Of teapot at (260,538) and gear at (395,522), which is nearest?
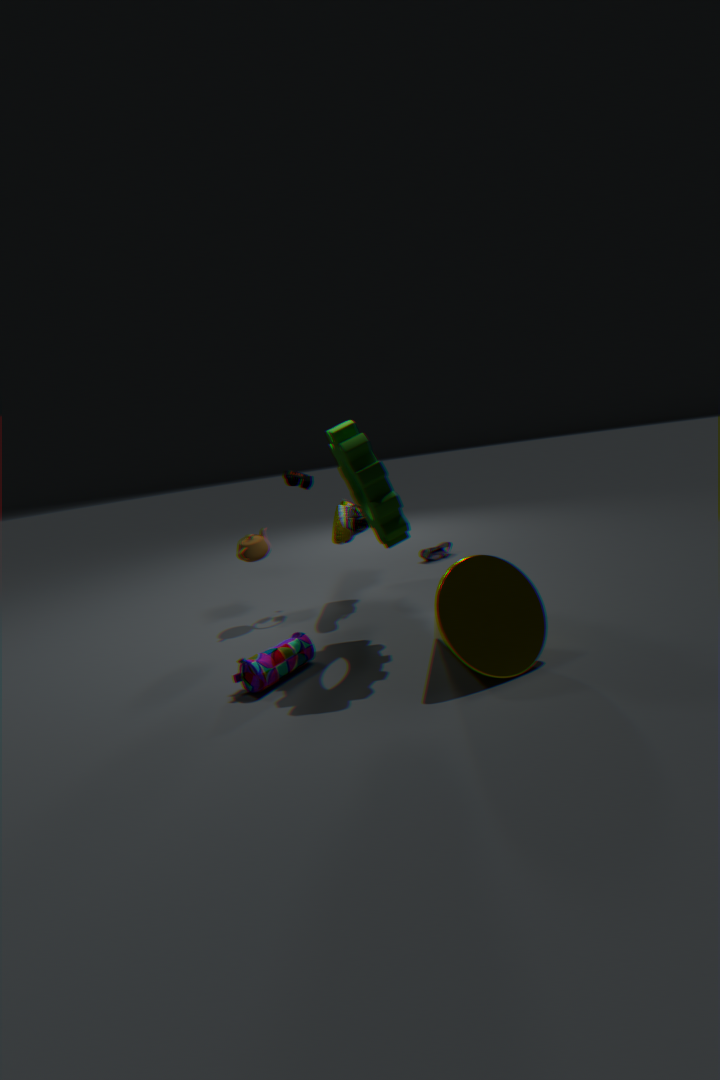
gear at (395,522)
